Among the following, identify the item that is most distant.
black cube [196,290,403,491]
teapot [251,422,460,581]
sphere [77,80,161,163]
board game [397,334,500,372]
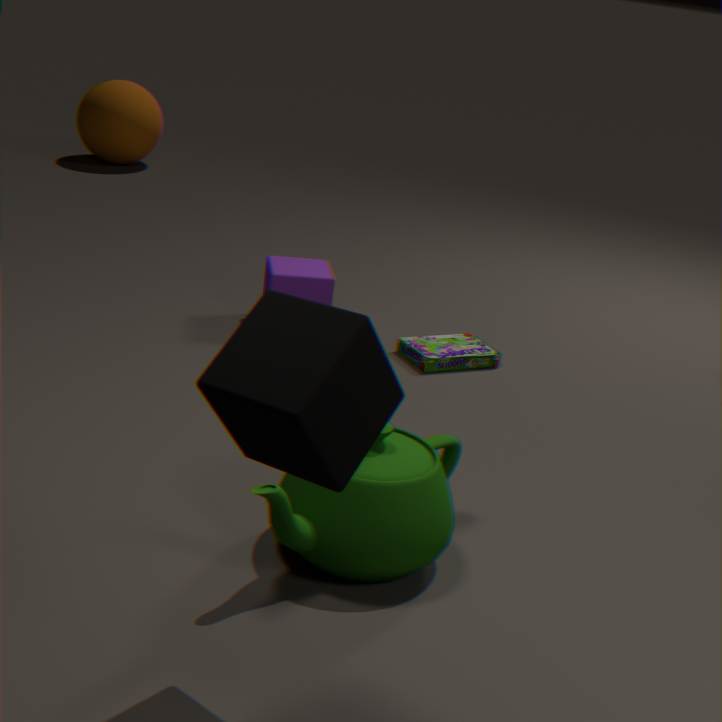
sphere [77,80,161,163]
